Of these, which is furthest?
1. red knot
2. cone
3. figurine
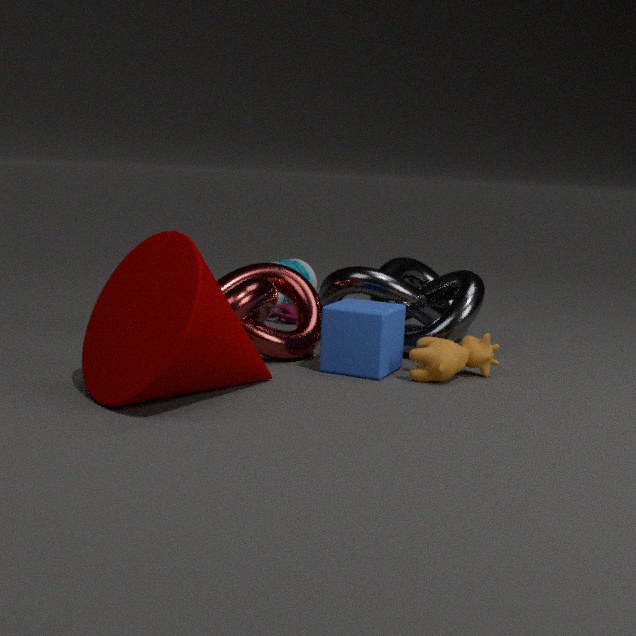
figurine
